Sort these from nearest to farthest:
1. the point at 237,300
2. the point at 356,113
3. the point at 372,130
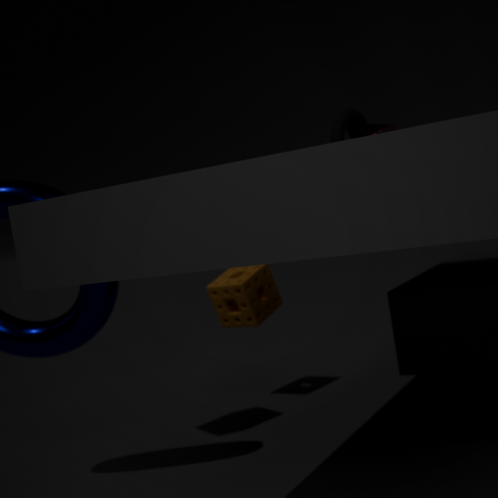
the point at 237,300, the point at 372,130, the point at 356,113
